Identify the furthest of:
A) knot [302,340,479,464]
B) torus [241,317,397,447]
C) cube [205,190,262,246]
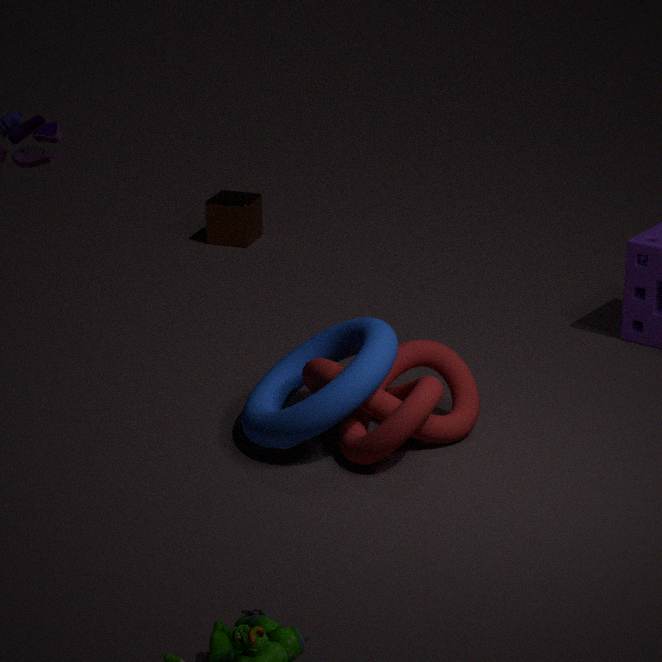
cube [205,190,262,246]
